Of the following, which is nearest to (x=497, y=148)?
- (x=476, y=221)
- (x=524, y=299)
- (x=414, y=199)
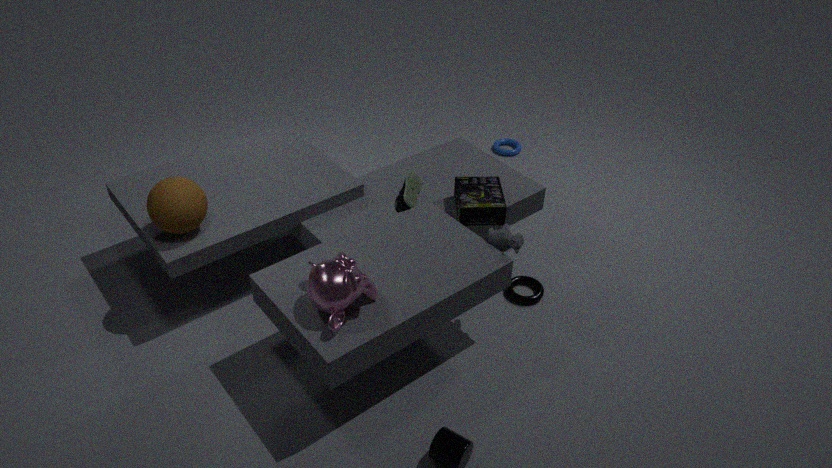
(x=476, y=221)
